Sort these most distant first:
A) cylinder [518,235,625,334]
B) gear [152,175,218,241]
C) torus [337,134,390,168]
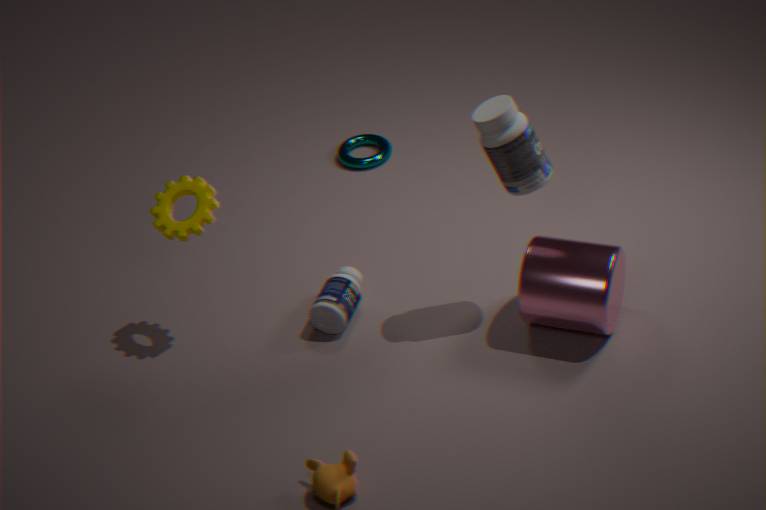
torus [337,134,390,168] < gear [152,175,218,241] < cylinder [518,235,625,334]
